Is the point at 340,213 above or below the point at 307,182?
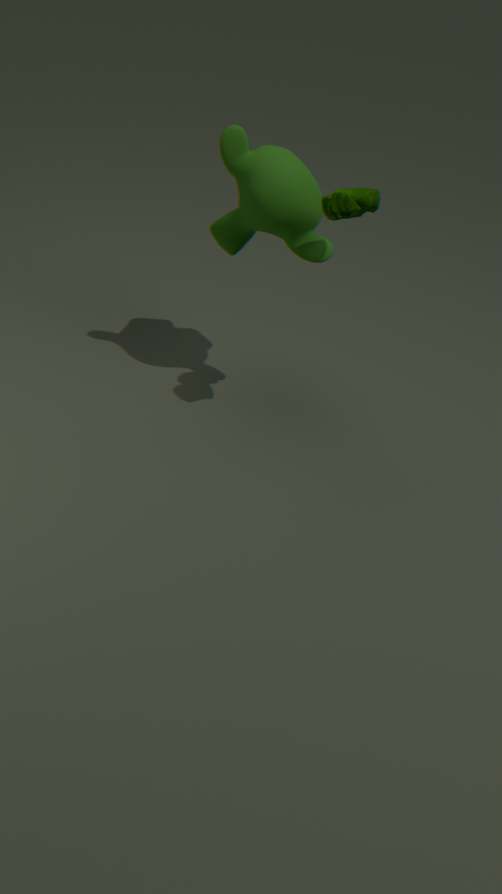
above
